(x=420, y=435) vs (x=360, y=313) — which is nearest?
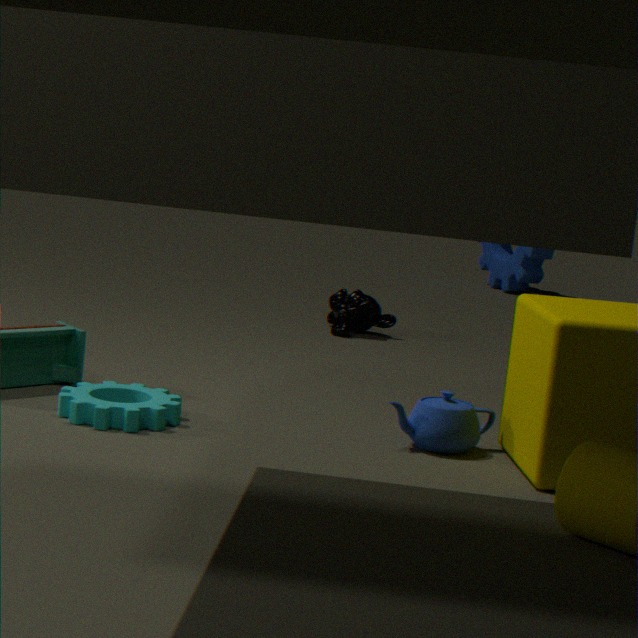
(x=420, y=435)
